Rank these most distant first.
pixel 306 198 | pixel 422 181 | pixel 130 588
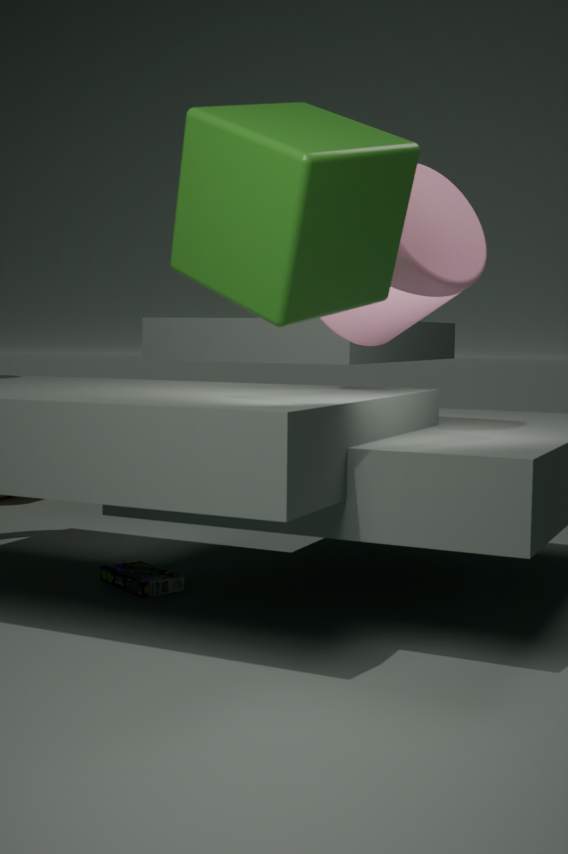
pixel 130 588, pixel 422 181, pixel 306 198
